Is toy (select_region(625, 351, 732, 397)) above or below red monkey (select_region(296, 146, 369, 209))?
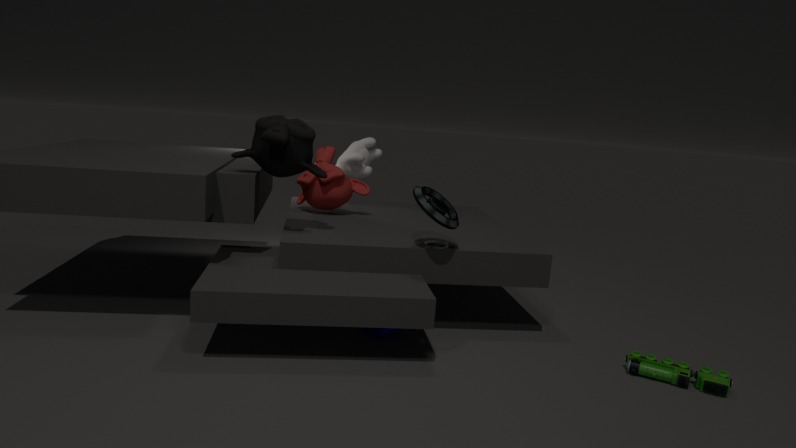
below
